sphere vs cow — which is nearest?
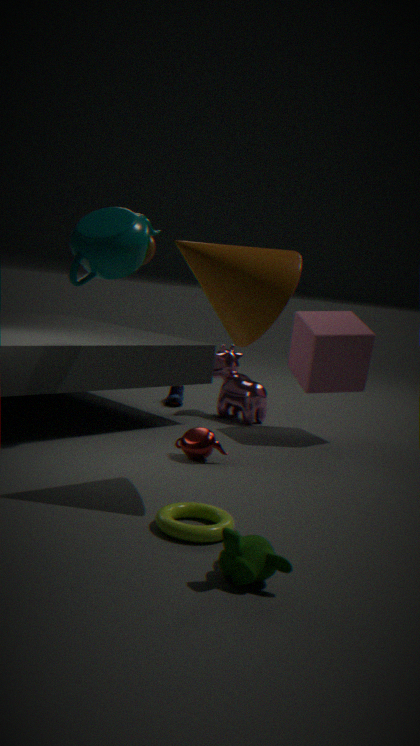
sphere
